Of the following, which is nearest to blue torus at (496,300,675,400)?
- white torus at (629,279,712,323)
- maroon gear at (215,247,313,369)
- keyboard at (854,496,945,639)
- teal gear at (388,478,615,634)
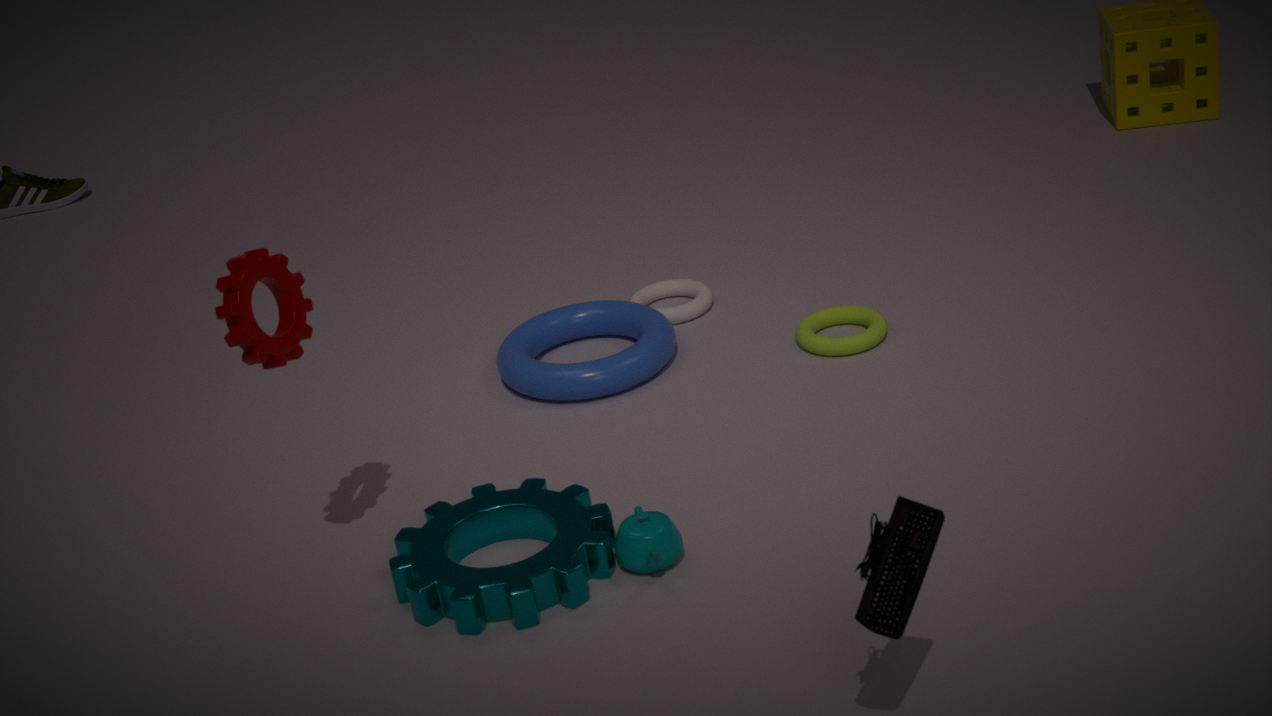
white torus at (629,279,712,323)
